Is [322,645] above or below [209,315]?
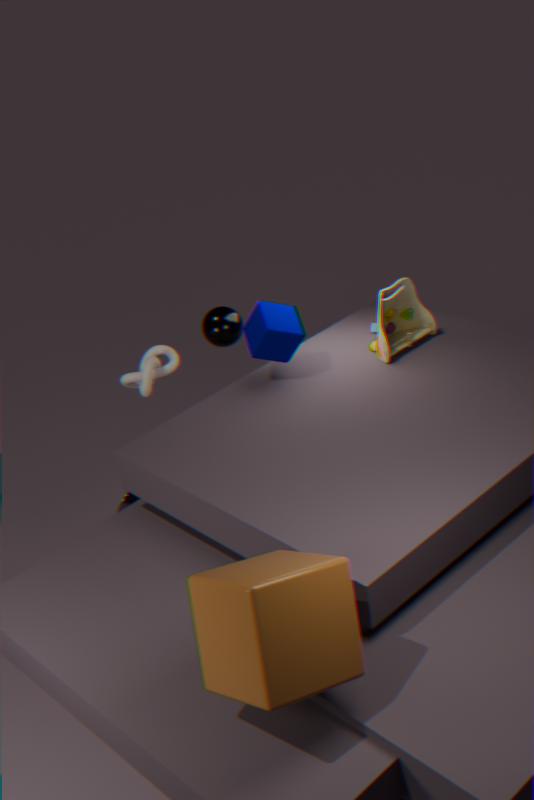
below
